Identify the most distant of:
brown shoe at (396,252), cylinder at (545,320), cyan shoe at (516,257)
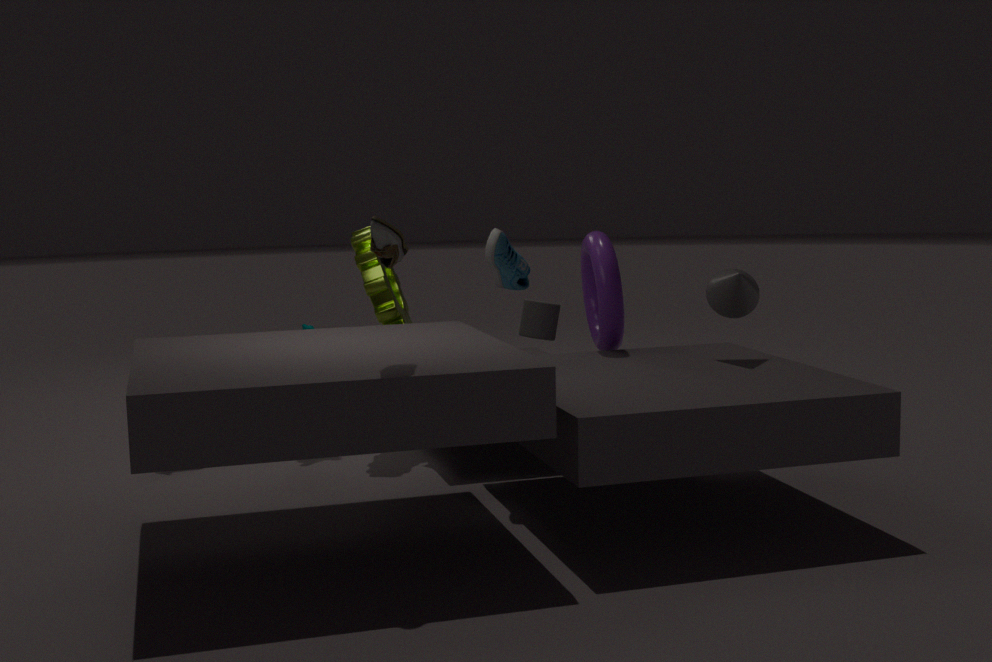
cylinder at (545,320)
